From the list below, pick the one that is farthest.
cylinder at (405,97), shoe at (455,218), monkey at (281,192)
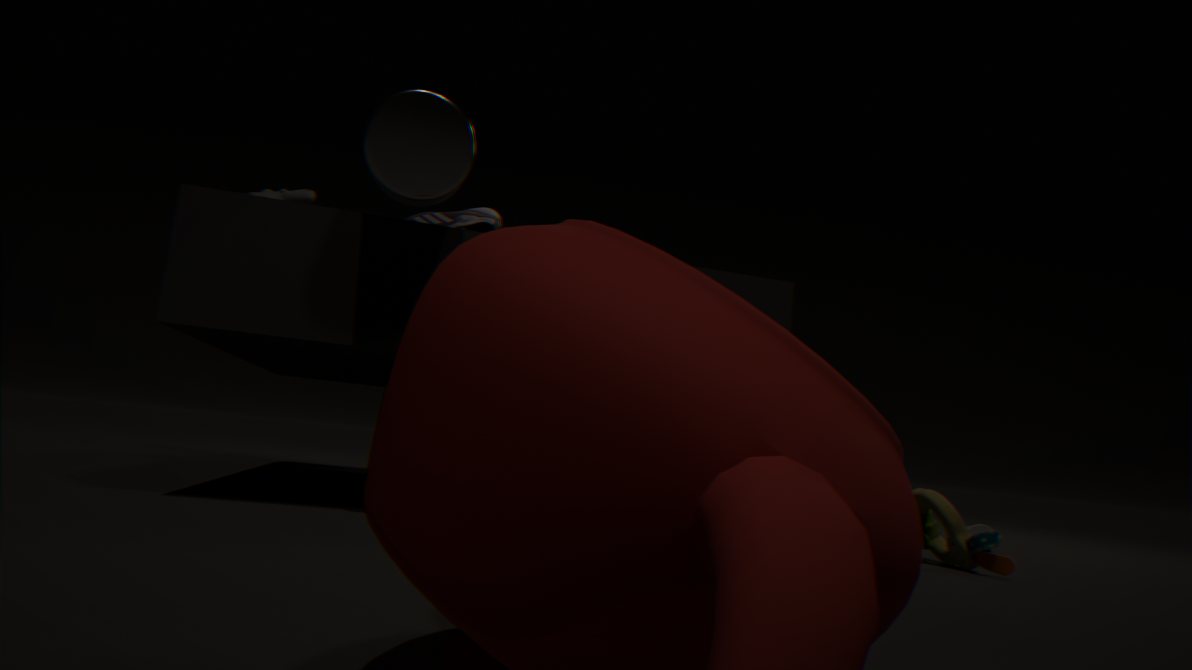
shoe at (455,218)
